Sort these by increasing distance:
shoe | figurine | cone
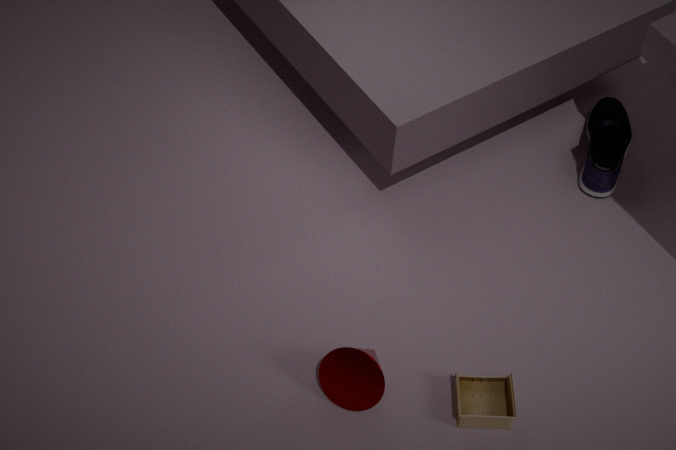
cone, figurine, shoe
